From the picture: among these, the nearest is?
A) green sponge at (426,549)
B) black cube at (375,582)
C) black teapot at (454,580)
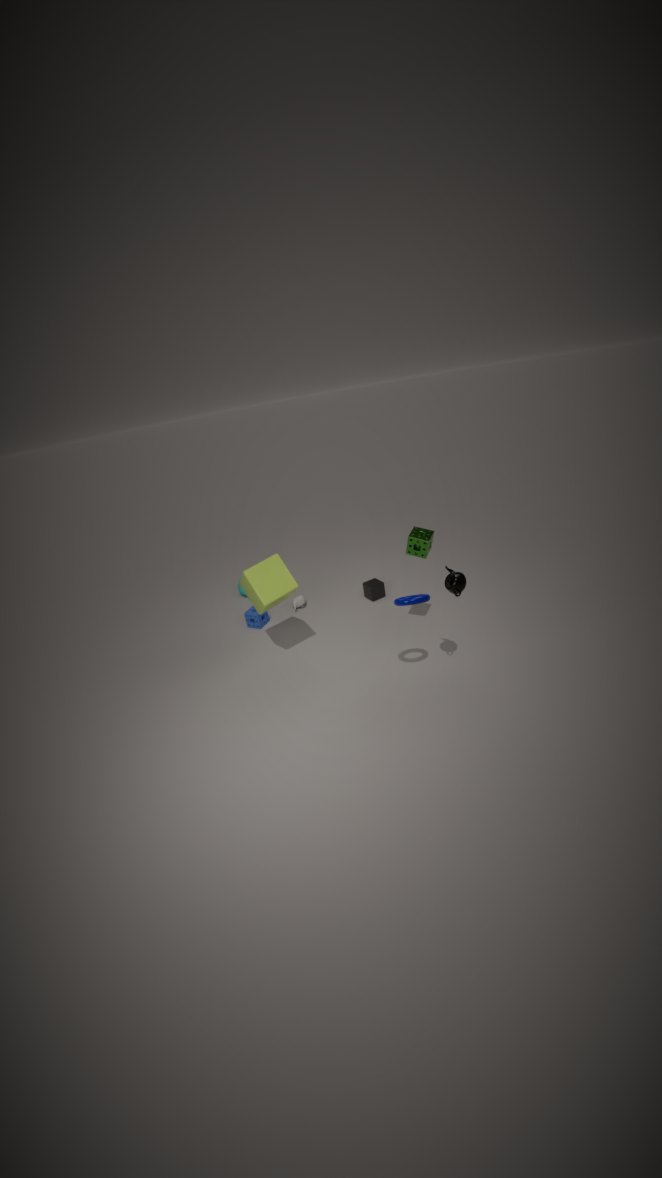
black teapot at (454,580)
